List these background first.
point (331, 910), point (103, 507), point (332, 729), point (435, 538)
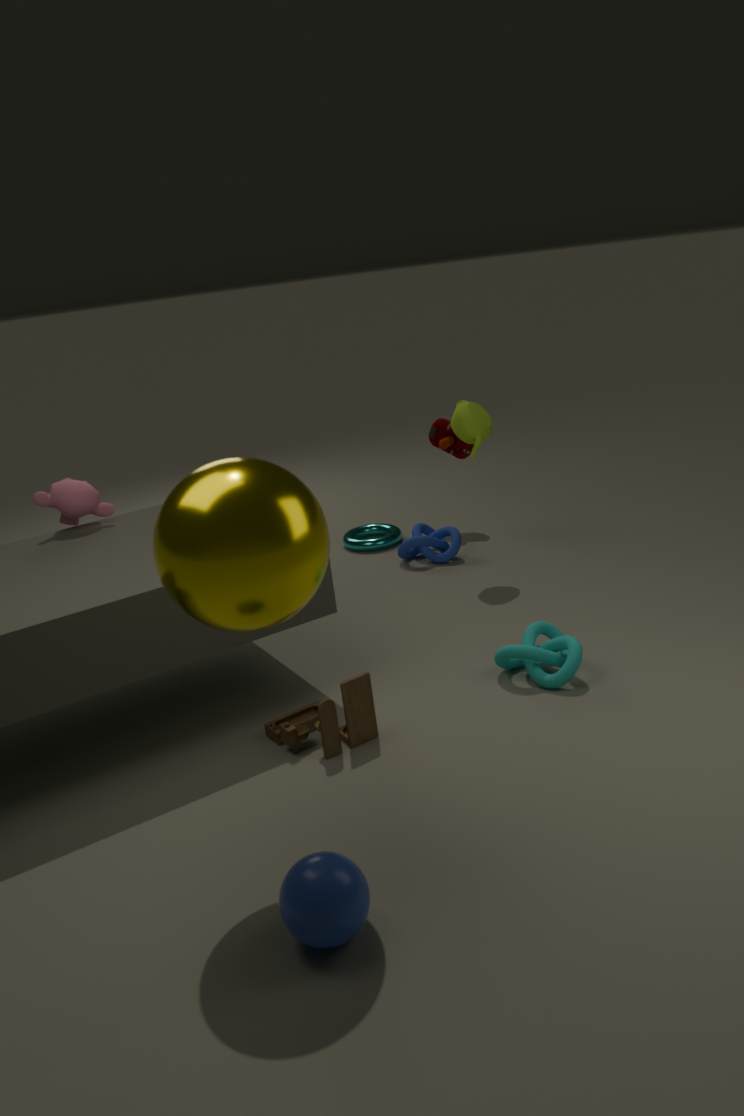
point (435, 538) → point (103, 507) → point (332, 729) → point (331, 910)
